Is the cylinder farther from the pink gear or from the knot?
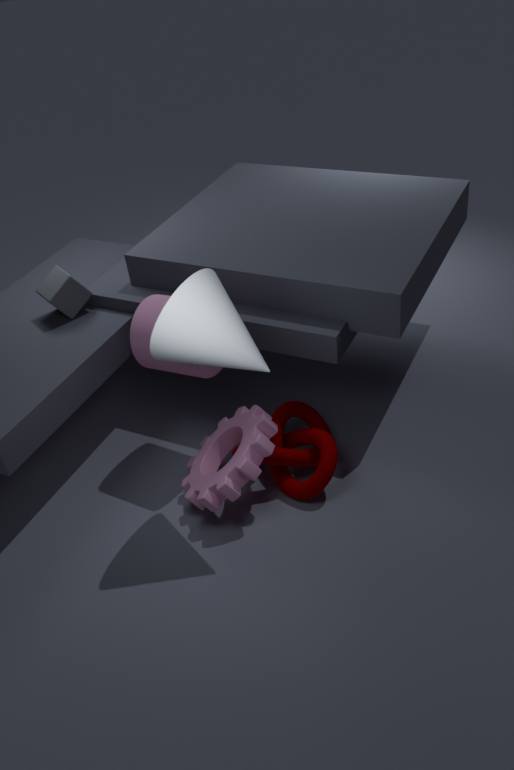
the knot
